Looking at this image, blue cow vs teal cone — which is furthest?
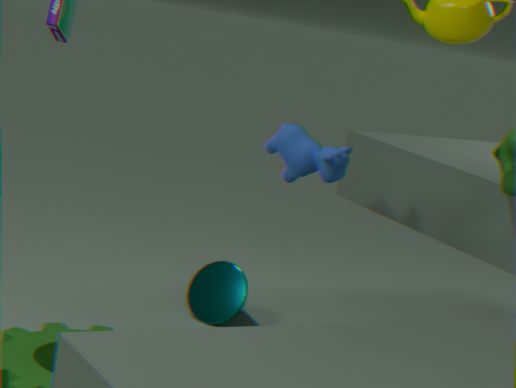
teal cone
